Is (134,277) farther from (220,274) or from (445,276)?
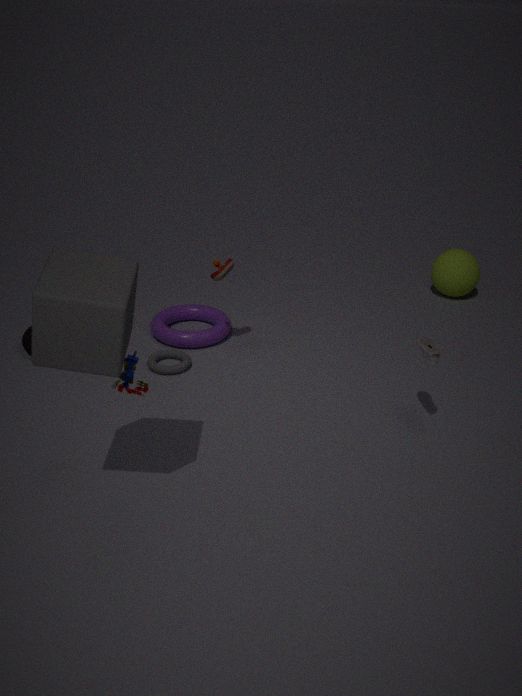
(445,276)
